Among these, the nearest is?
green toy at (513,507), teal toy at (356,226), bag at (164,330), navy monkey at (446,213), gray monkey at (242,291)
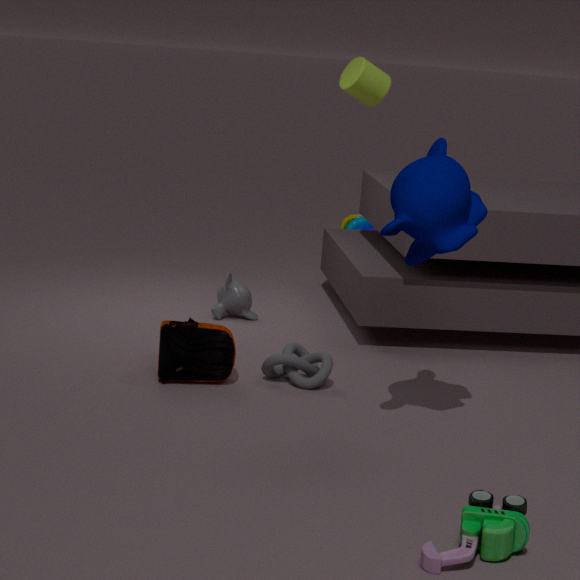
green toy at (513,507)
